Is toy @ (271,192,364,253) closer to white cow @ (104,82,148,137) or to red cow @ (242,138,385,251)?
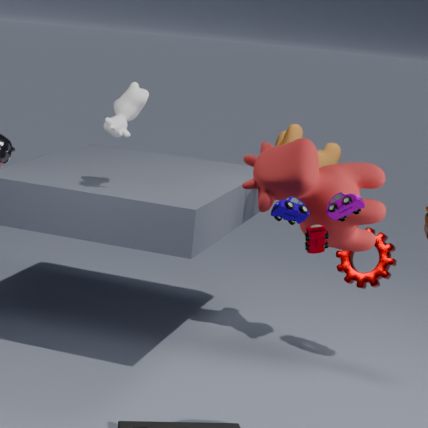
red cow @ (242,138,385,251)
